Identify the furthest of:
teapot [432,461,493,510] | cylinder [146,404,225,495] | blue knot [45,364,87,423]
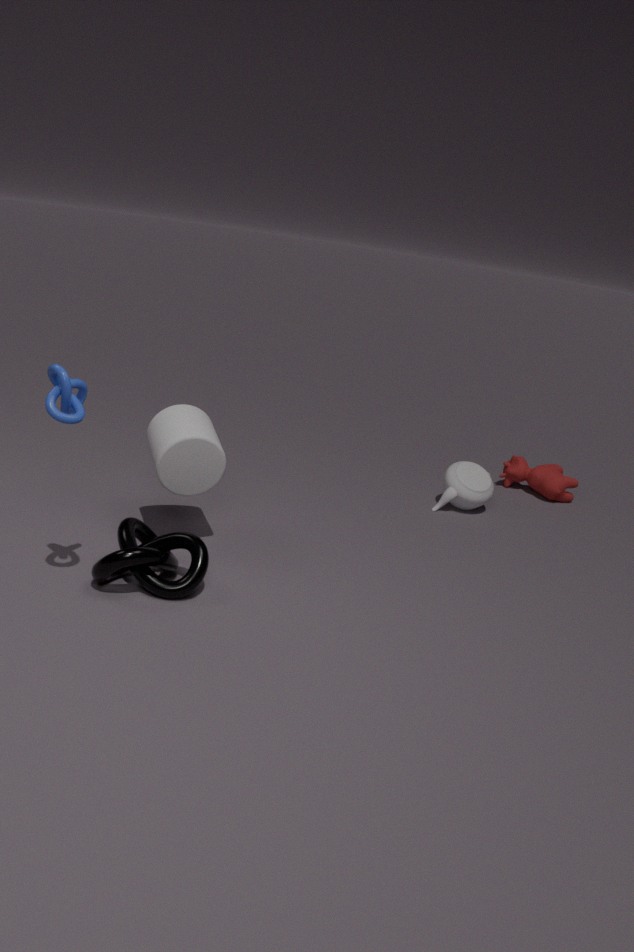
teapot [432,461,493,510]
